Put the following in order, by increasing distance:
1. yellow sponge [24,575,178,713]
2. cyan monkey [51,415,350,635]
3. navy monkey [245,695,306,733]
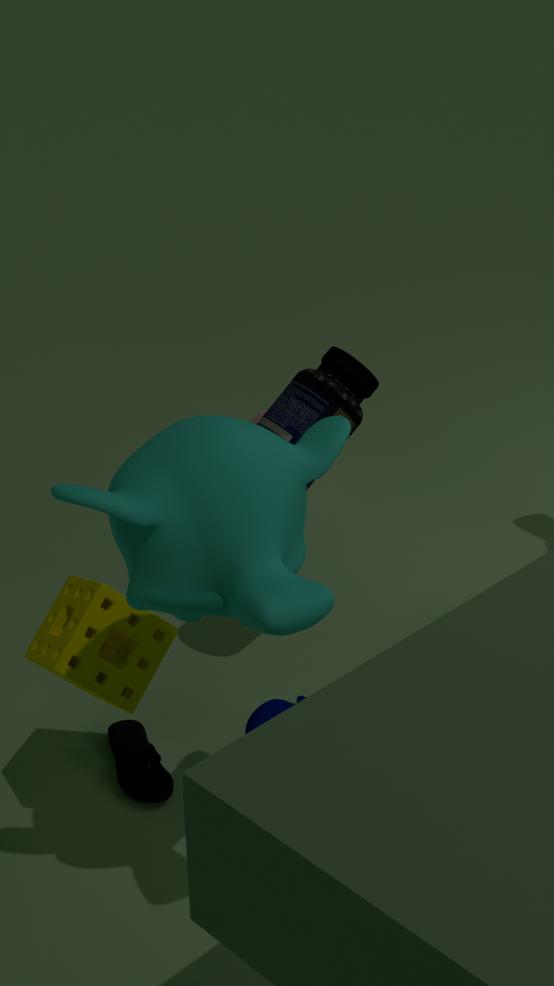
cyan monkey [51,415,350,635] → yellow sponge [24,575,178,713] → navy monkey [245,695,306,733]
